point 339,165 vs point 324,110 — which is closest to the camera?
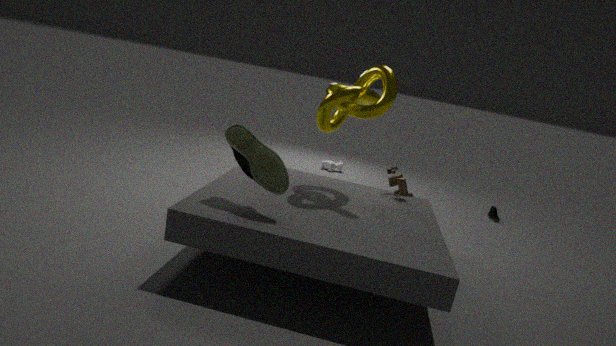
point 324,110
